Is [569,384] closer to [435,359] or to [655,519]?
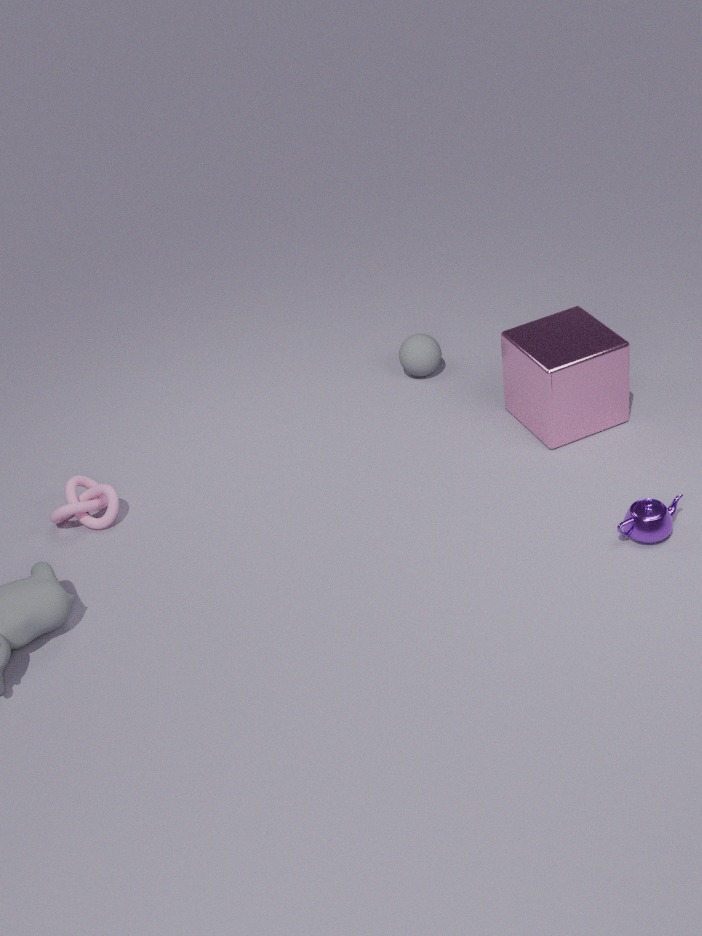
[435,359]
